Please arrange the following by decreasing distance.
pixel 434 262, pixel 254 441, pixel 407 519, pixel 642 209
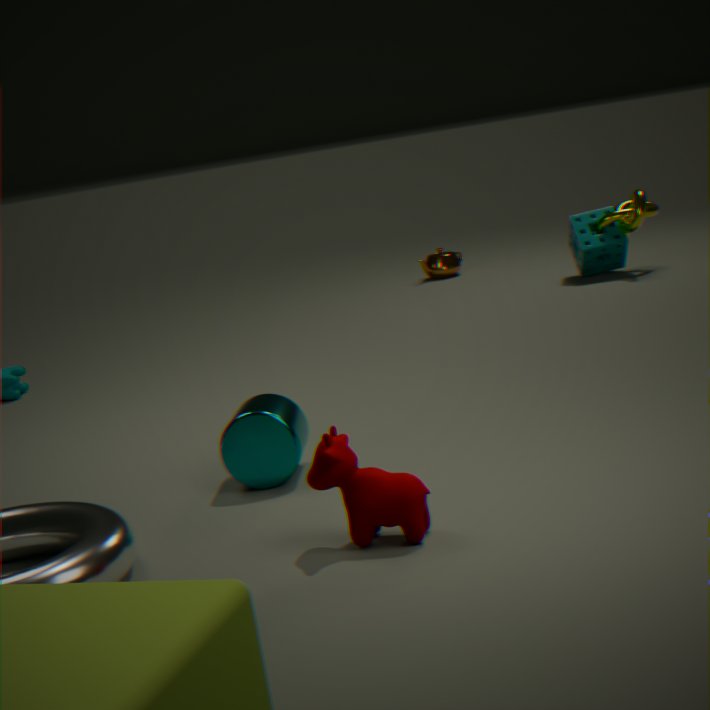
pixel 434 262
pixel 642 209
pixel 254 441
pixel 407 519
